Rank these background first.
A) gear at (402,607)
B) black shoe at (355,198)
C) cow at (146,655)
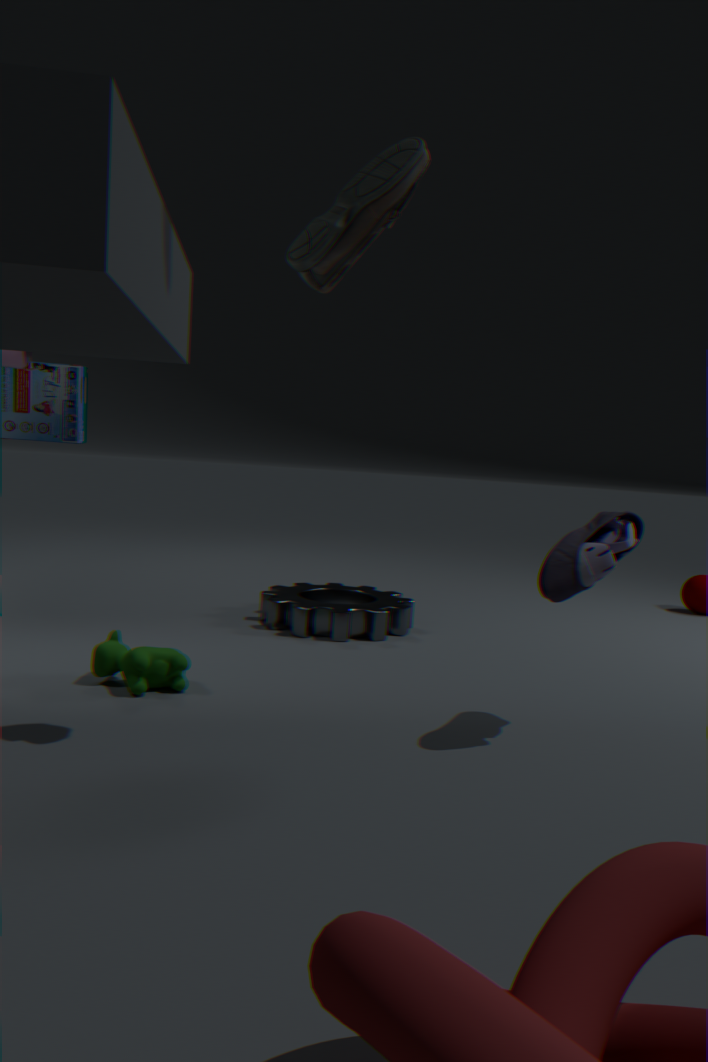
gear at (402,607) < cow at (146,655) < black shoe at (355,198)
